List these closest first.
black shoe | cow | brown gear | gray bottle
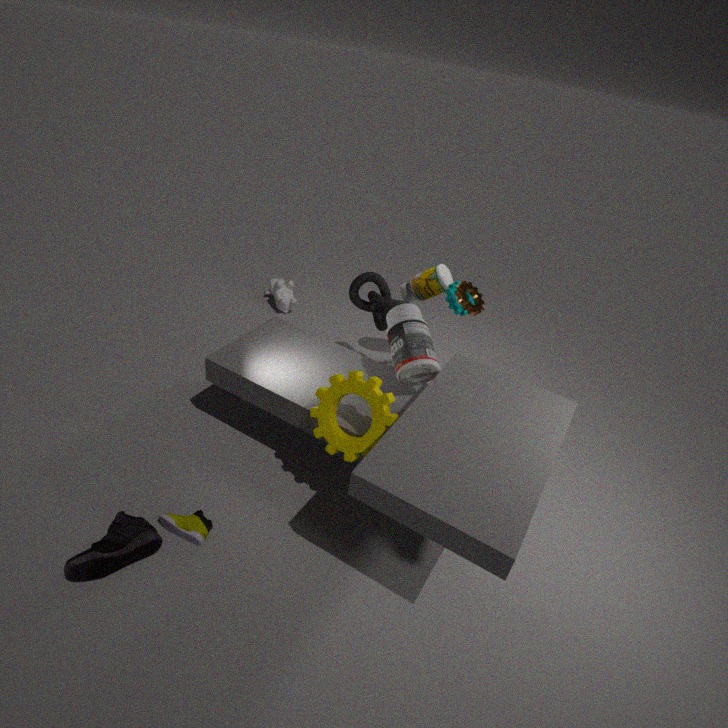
black shoe, gray bottle, brown gear, cow
